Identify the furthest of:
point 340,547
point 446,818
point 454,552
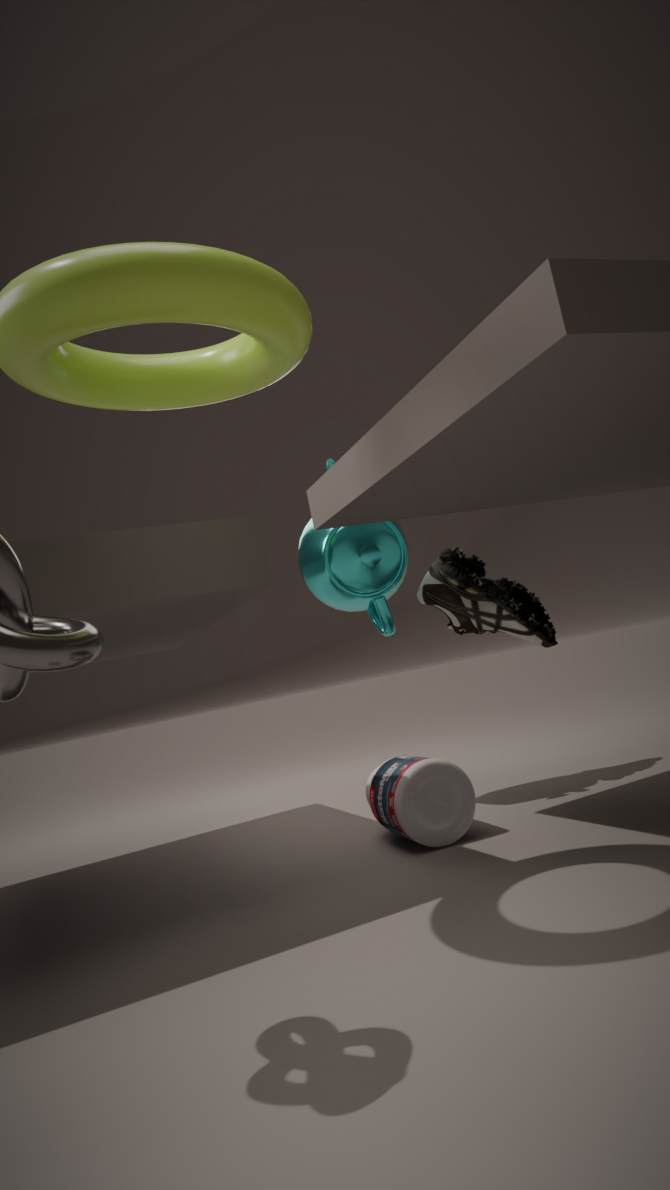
point 454,552
